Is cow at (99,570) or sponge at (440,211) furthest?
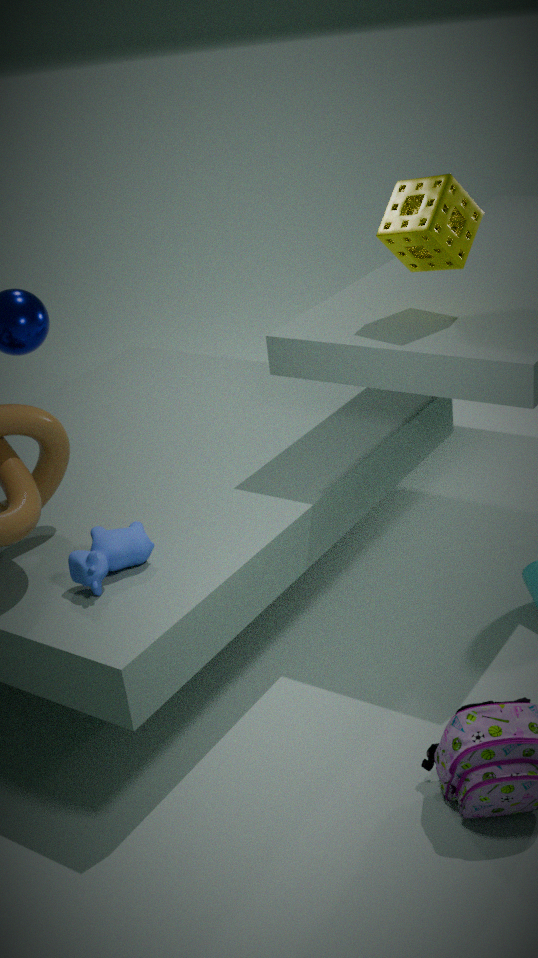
sponge at (440,211)
